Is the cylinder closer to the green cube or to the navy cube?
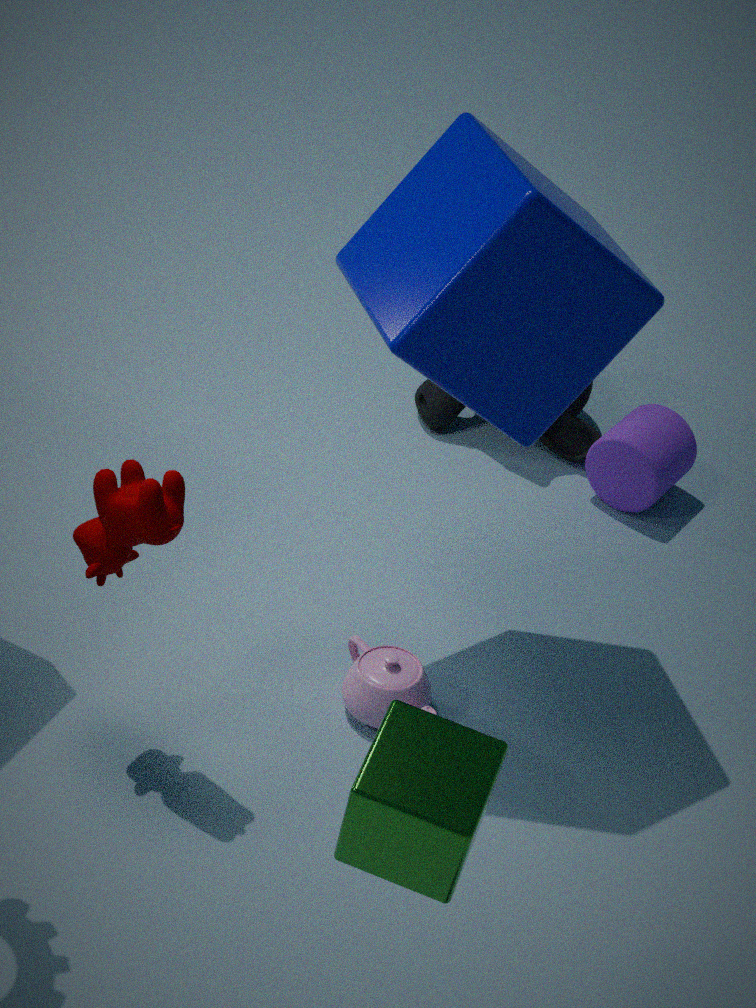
the navy cube
